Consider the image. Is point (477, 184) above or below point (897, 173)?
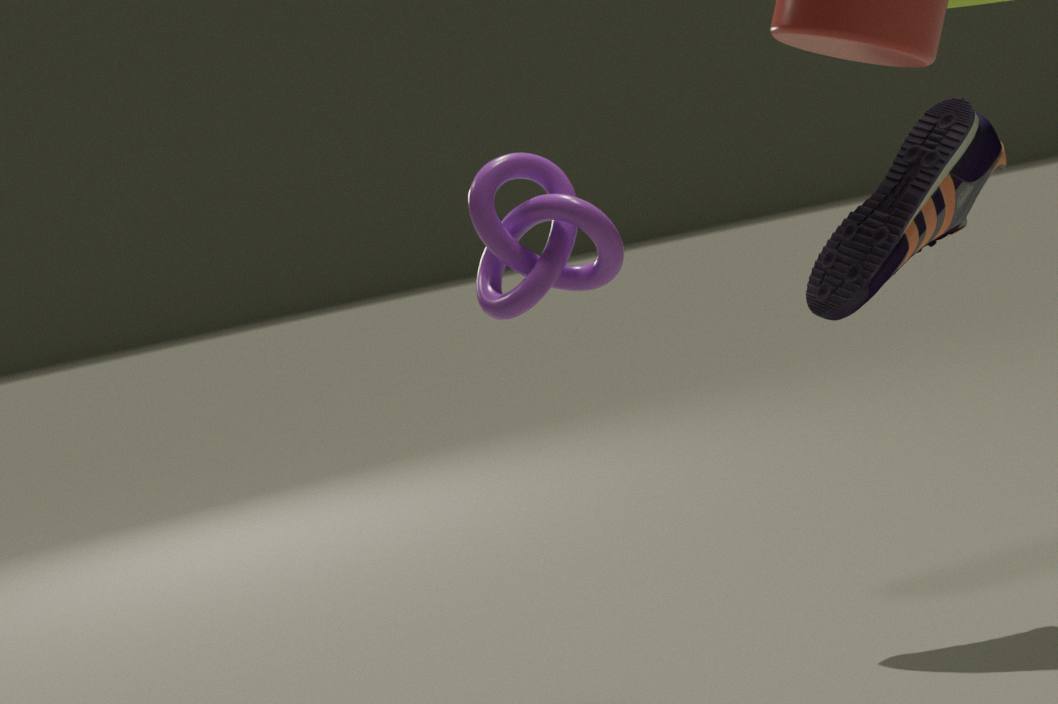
above
